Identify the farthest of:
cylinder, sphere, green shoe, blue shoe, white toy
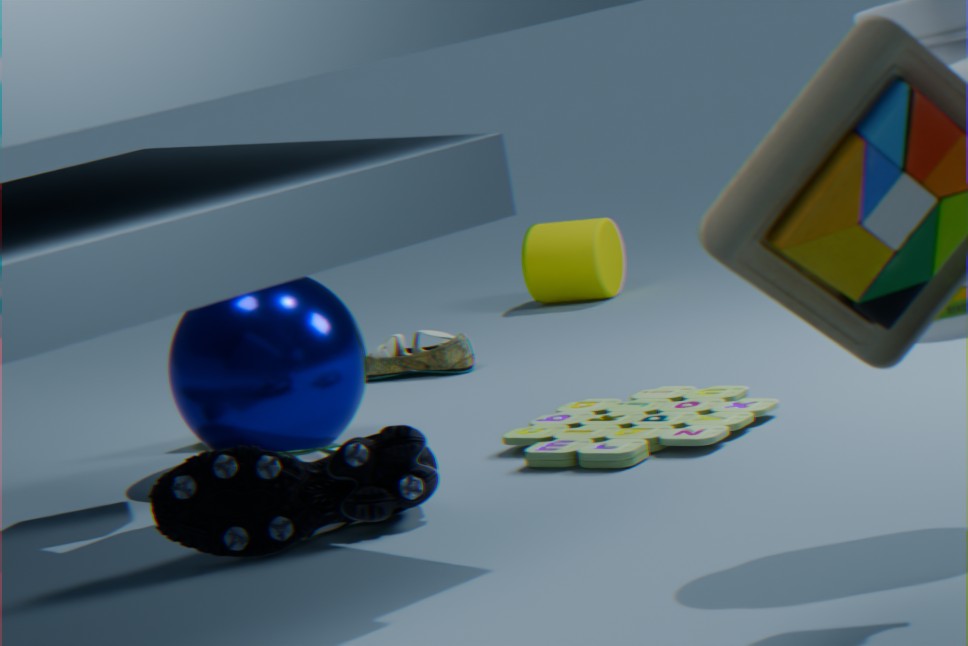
cylinder
